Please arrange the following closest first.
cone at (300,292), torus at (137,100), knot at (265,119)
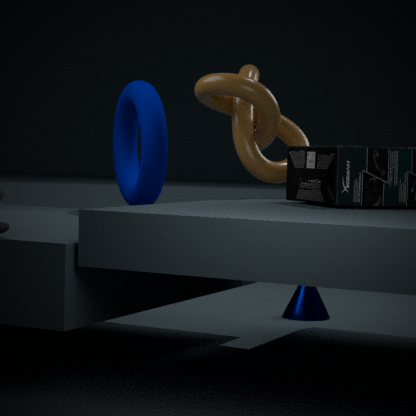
knot at (265,119), torus at (137,100), cone at (300,292)
